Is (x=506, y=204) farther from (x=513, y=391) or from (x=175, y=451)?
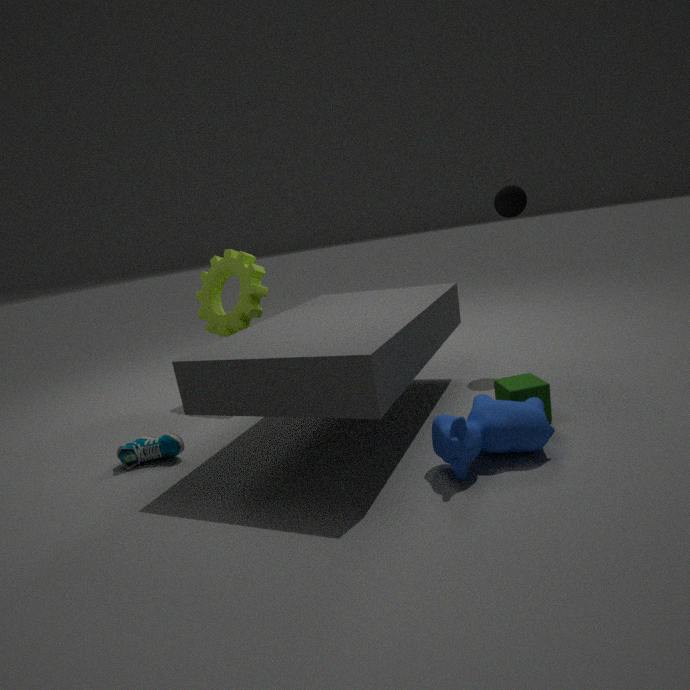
(x=175, y=451)
